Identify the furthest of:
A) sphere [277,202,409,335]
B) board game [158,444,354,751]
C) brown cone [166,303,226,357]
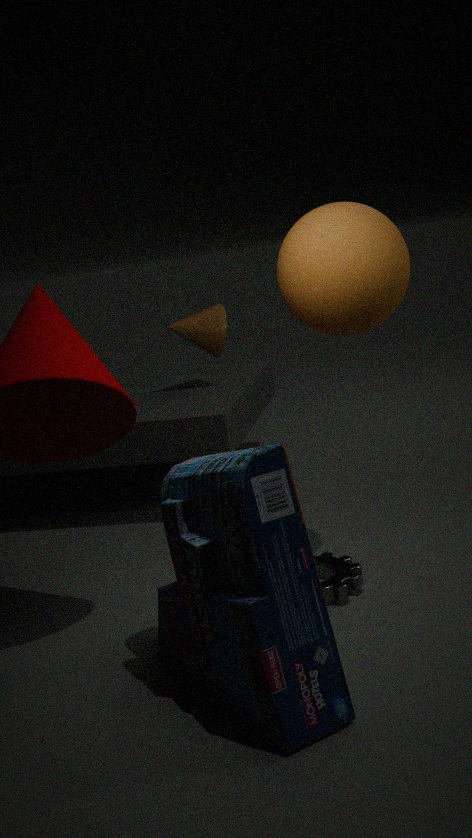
brown cone [166,303,226,357]
